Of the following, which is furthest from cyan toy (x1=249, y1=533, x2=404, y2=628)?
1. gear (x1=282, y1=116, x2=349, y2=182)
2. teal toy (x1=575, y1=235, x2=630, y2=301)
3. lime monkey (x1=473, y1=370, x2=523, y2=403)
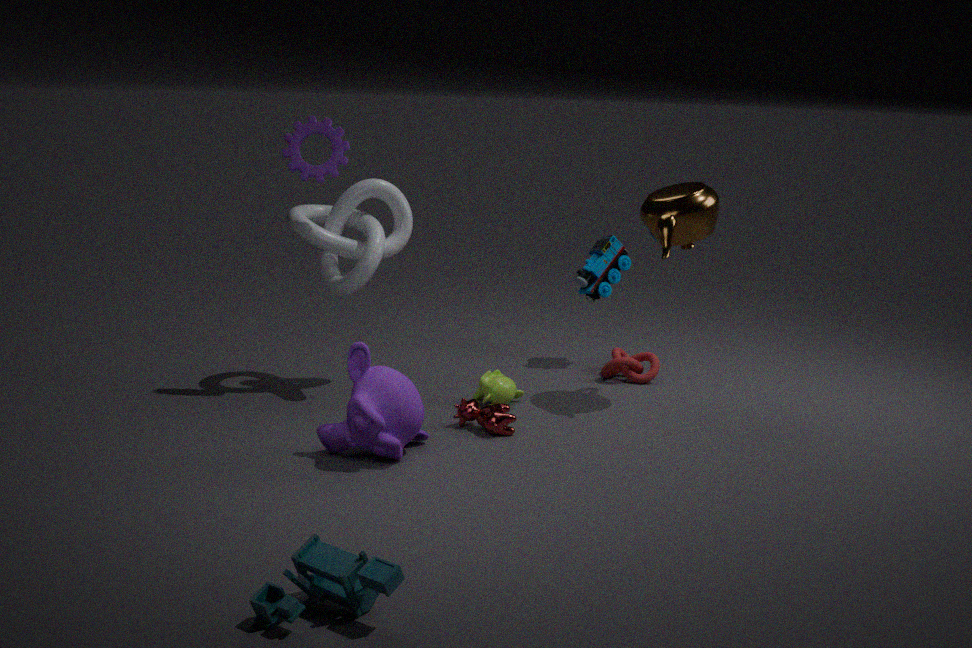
teal toy (x1=575, y1=235, x2=630, y2=301)
